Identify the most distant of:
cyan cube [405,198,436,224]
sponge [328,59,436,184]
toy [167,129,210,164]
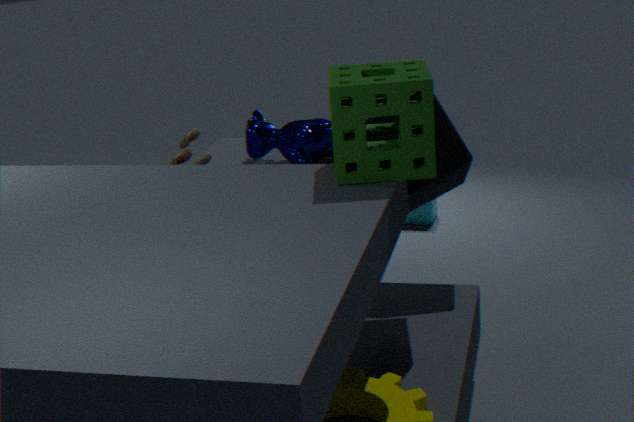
→ cyan cube [405,198,436,224]
